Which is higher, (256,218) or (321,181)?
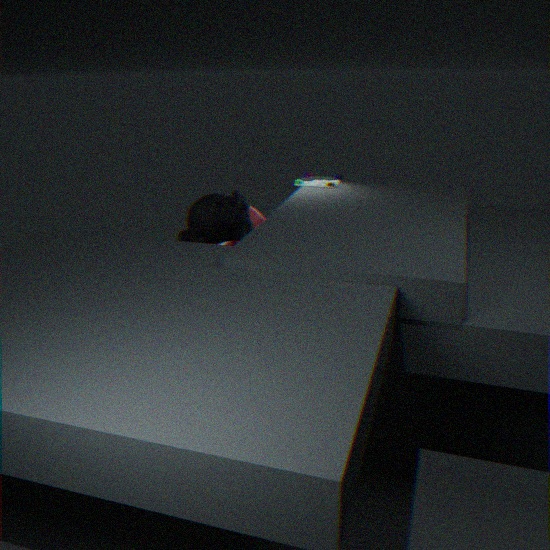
(321,181)
